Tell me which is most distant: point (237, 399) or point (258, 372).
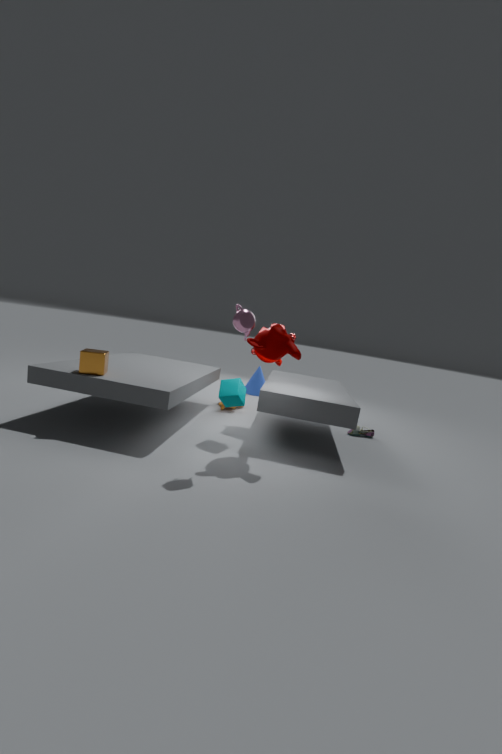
point (258, 372)
